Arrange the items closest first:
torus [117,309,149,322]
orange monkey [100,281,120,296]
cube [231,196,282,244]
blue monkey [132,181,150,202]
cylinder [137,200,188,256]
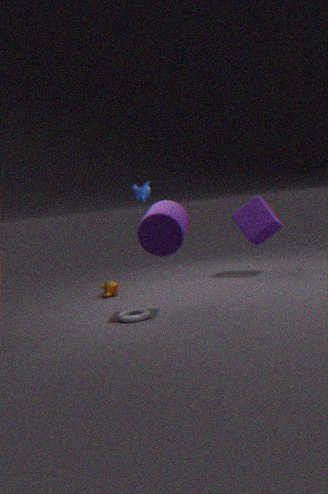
cylinder [137,200,188,256]
torus [117,309,149,322]
blue monkey [132,181,150,202]
orange monkey [100,281,120,296]
cube [231,196,282,244]
